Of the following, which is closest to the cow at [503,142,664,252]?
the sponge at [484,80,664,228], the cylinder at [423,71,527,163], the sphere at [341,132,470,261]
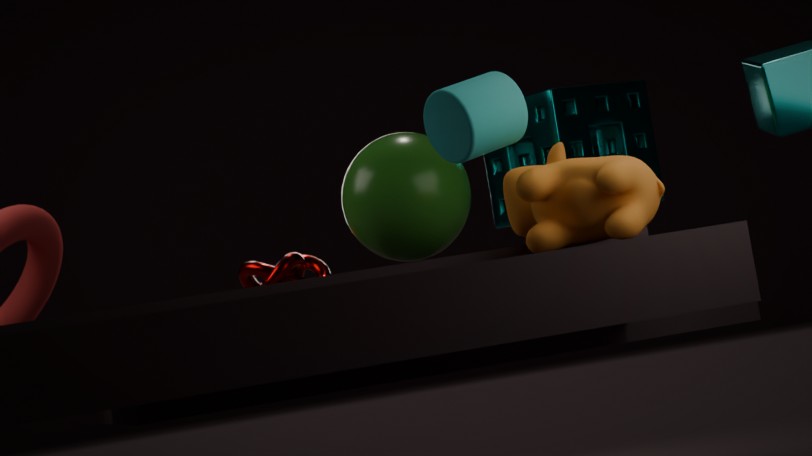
the cylinder at [423,71,527,163]
